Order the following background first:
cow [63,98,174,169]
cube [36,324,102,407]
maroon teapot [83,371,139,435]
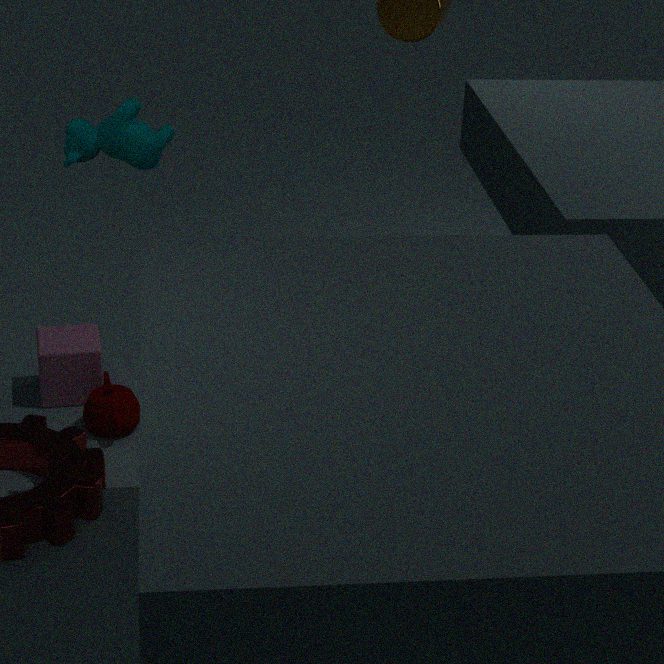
cube [36,324,102,407] → maroon teapot [83,371,139,435] → cow [63,98,174,169]
